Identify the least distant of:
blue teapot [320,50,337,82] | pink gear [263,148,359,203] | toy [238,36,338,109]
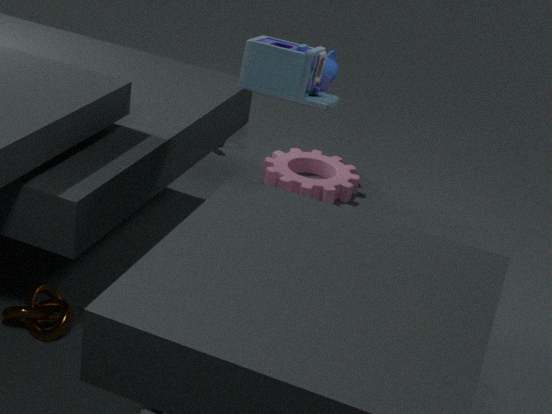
toy [238,36,338,109]
